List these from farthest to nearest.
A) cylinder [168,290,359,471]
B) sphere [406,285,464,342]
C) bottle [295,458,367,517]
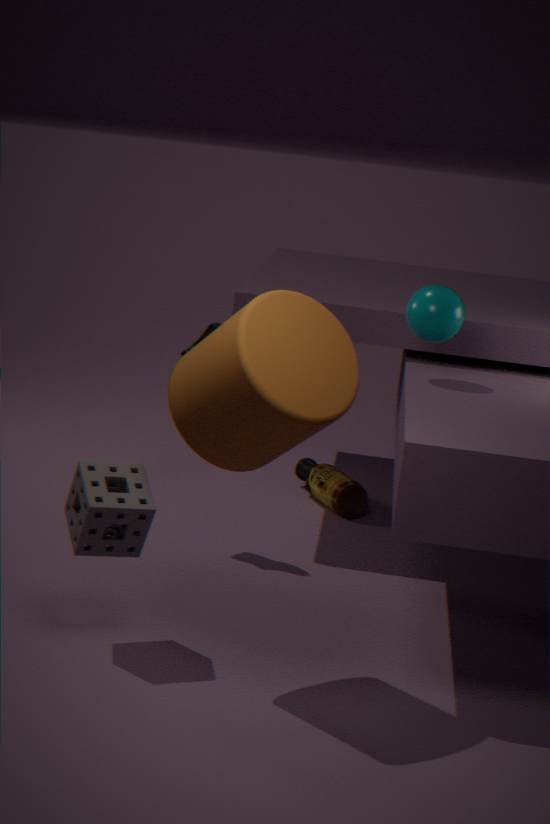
bottle [295,458,367,517] → sphere [406,285,464,342] → cylinder [168,290,359,471]
